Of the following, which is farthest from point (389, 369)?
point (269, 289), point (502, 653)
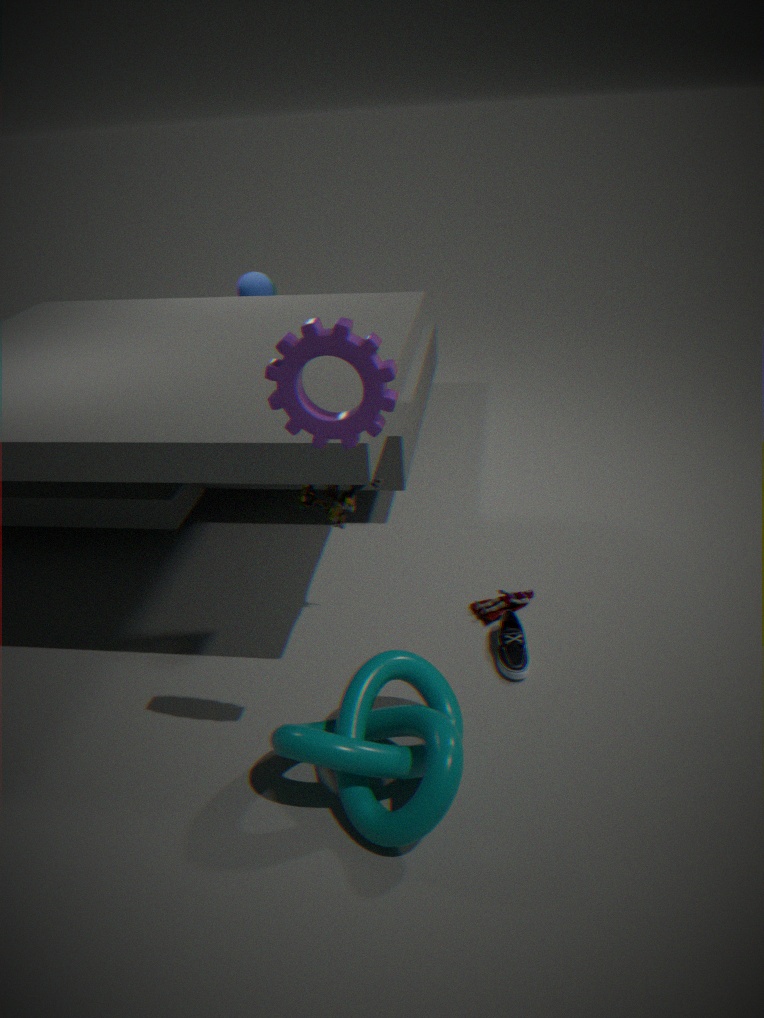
point (269, 289)
